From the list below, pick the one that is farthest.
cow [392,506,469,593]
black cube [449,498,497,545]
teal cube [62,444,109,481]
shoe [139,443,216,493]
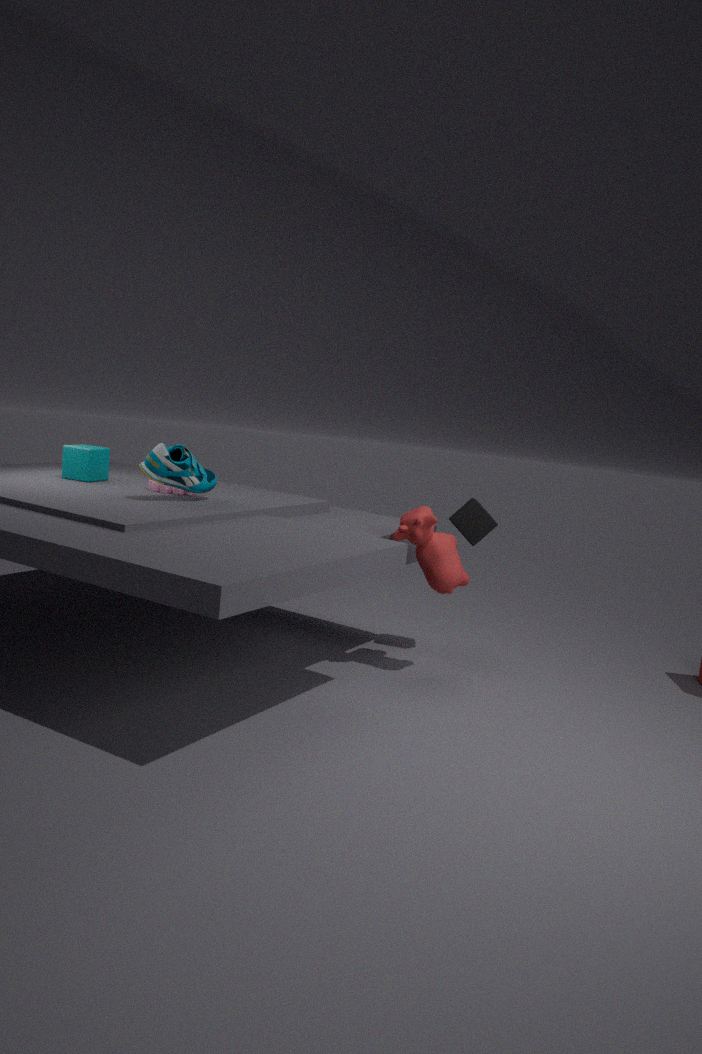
teal cube [62,444,109,481]
